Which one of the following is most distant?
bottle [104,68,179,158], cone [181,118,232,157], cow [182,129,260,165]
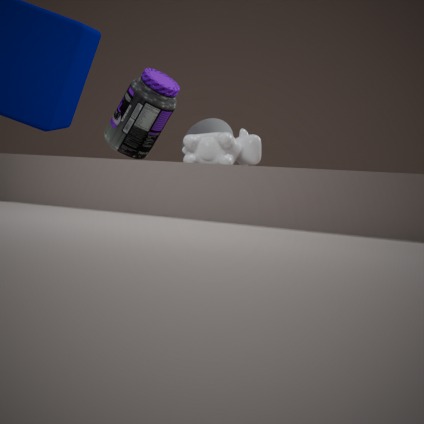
bottle [104,68,179,158]
